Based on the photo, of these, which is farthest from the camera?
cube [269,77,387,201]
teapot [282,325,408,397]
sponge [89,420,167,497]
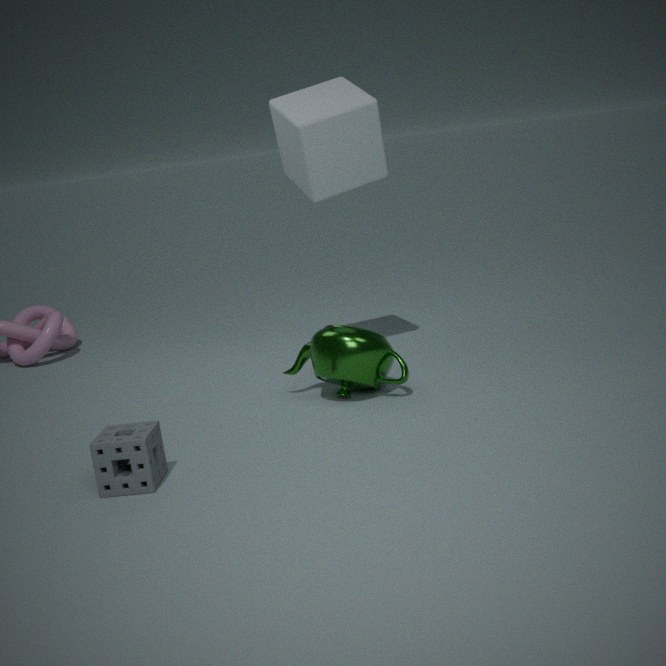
cube [269,77,387,201]
